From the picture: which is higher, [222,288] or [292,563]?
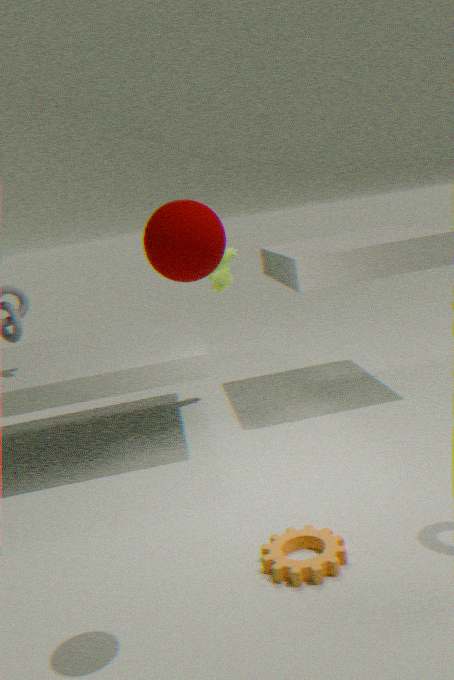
[222,288]
